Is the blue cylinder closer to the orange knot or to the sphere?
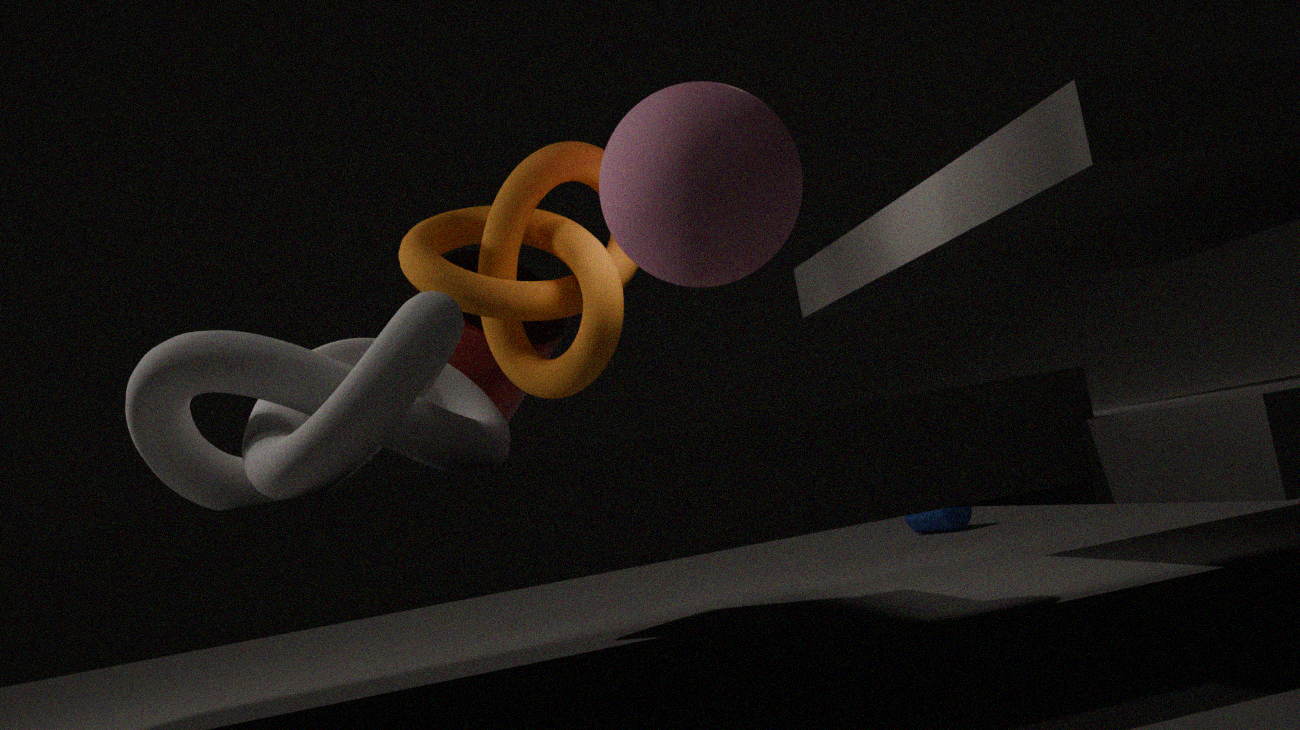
the orange knot
